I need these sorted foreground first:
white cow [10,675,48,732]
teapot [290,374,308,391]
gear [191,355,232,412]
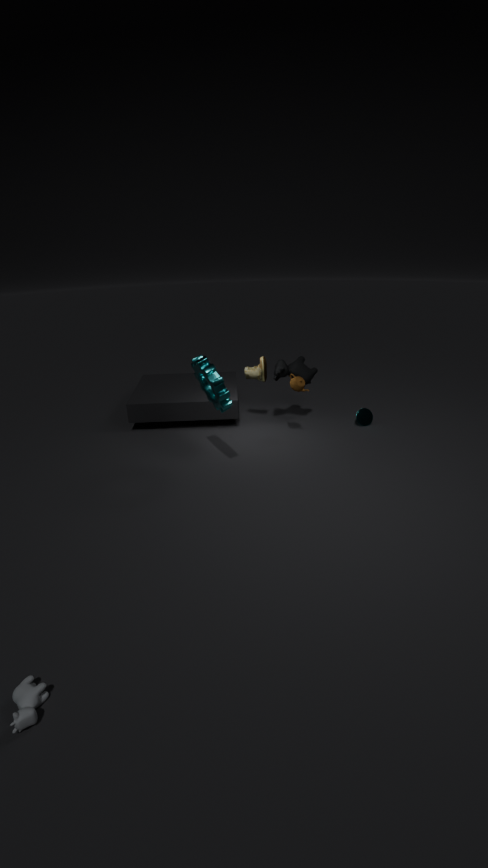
white cow [10,675,48,732] → gear [191,355,232,412] → teapot [290,374,308,391]
